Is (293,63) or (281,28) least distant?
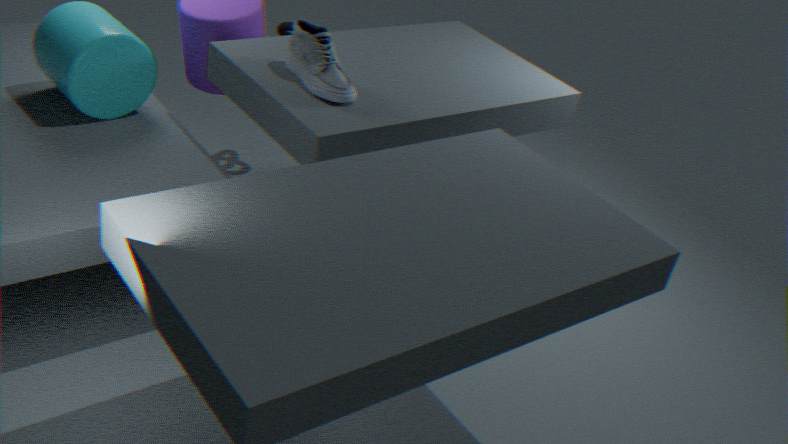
(293,63)
